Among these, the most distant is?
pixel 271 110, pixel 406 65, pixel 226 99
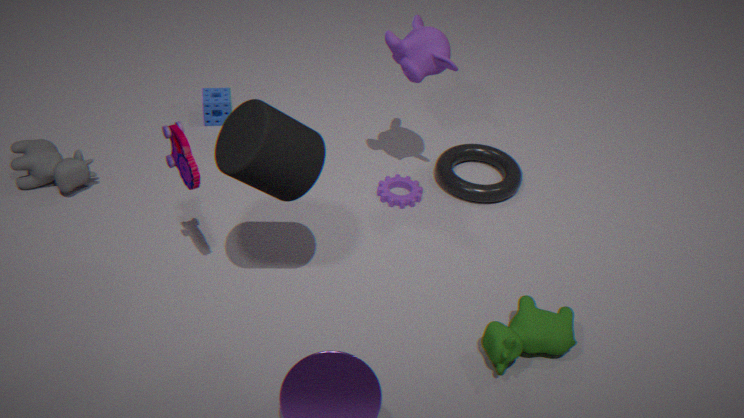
pixel 226 99
